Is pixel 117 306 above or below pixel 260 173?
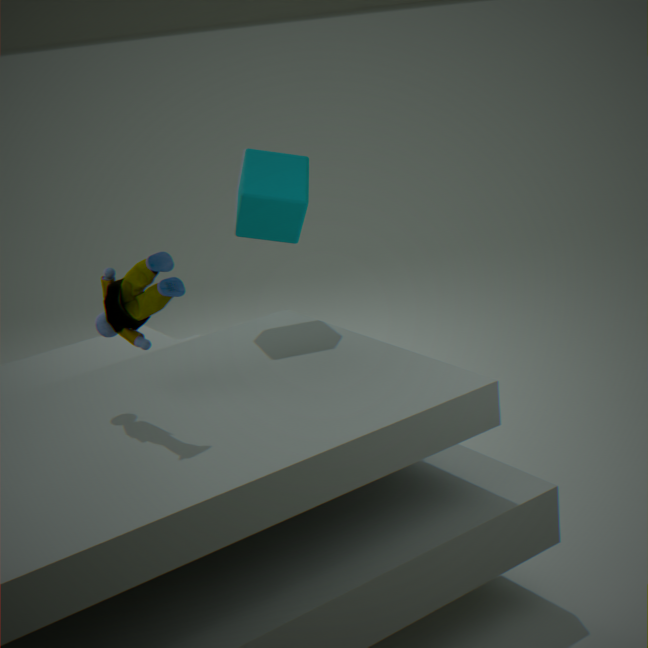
below
